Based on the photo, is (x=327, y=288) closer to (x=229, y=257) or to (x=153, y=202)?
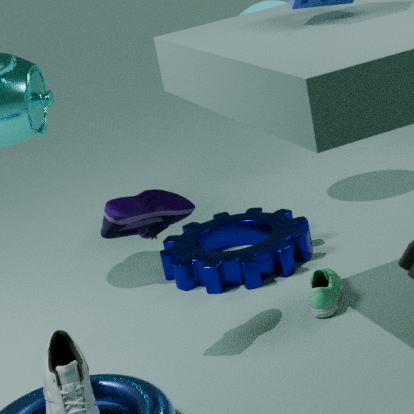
(x=229, y=257)
